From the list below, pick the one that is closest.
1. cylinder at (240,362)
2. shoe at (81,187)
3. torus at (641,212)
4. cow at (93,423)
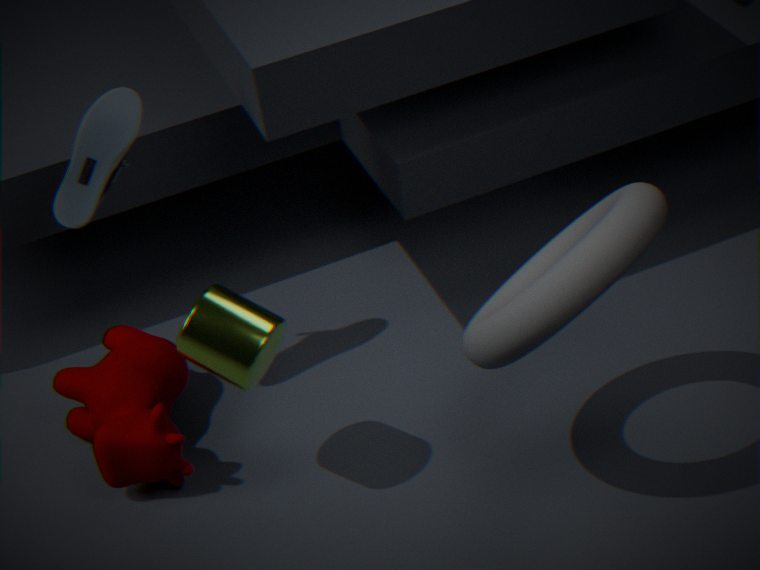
torus at (641,212)
